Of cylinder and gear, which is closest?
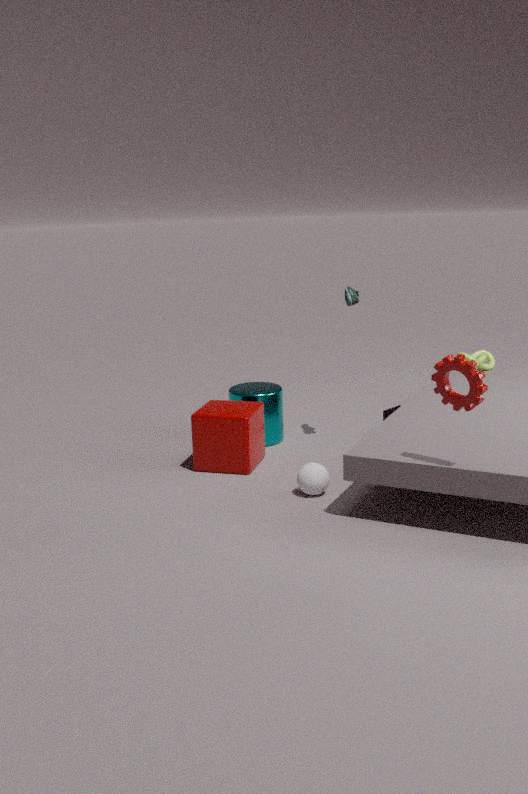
gear
